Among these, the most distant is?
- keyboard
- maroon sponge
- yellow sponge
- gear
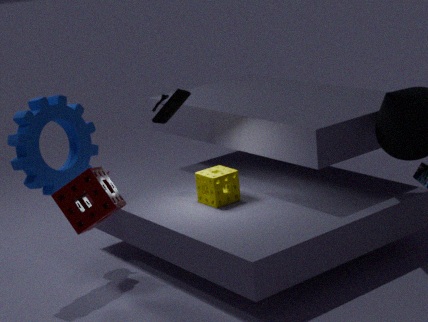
keyboard
